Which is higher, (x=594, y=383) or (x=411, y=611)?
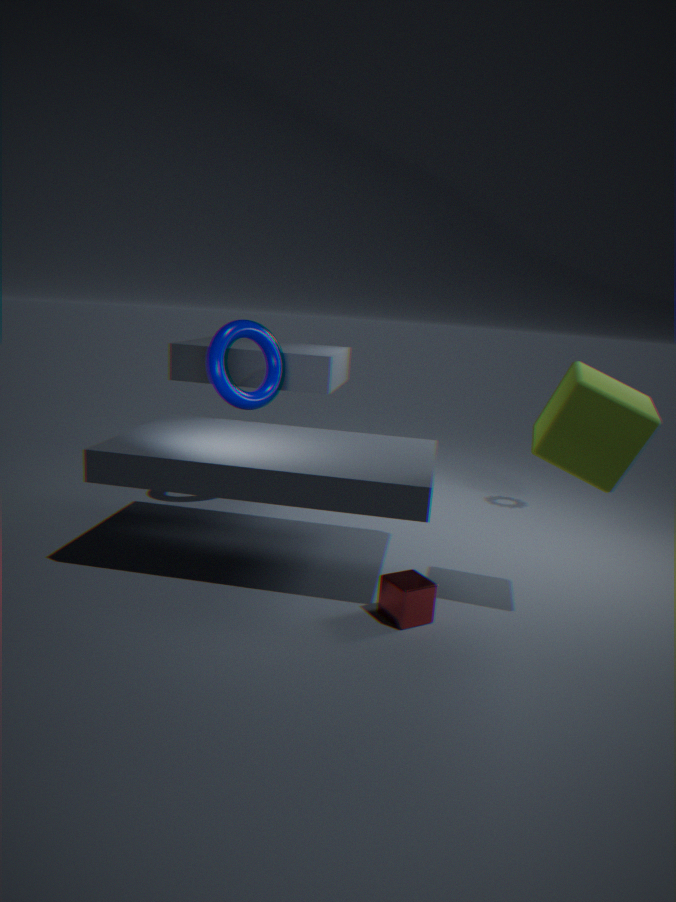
(x=594, y=383)
